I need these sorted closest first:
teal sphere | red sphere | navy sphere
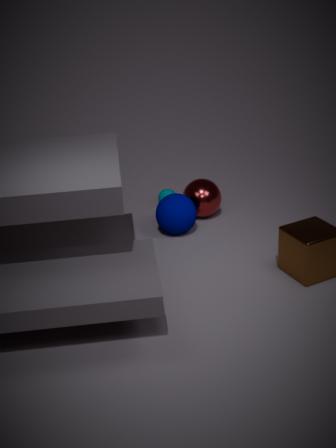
1. navy sphere
2. red sphere
3. teal sphere
